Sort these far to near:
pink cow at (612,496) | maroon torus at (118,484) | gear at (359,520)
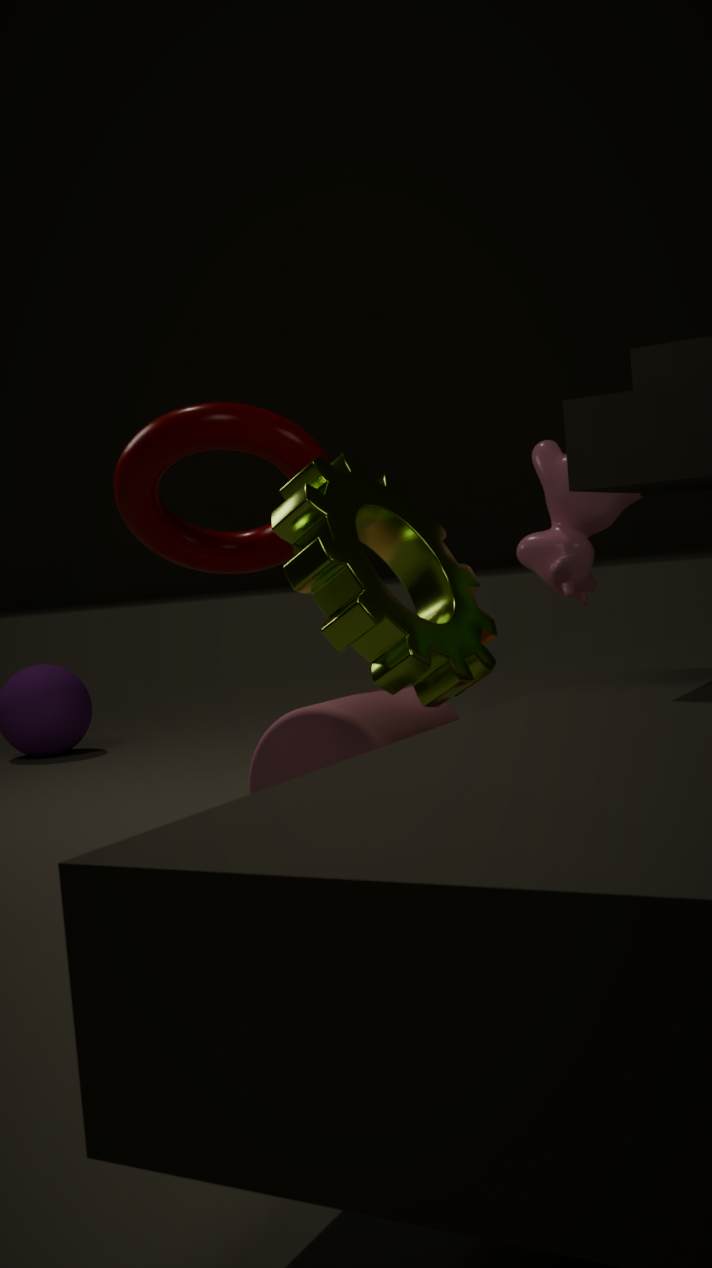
1. pink cow at (612,496)
2. maroon torus at (118,484)
3. gear at (359,520)
